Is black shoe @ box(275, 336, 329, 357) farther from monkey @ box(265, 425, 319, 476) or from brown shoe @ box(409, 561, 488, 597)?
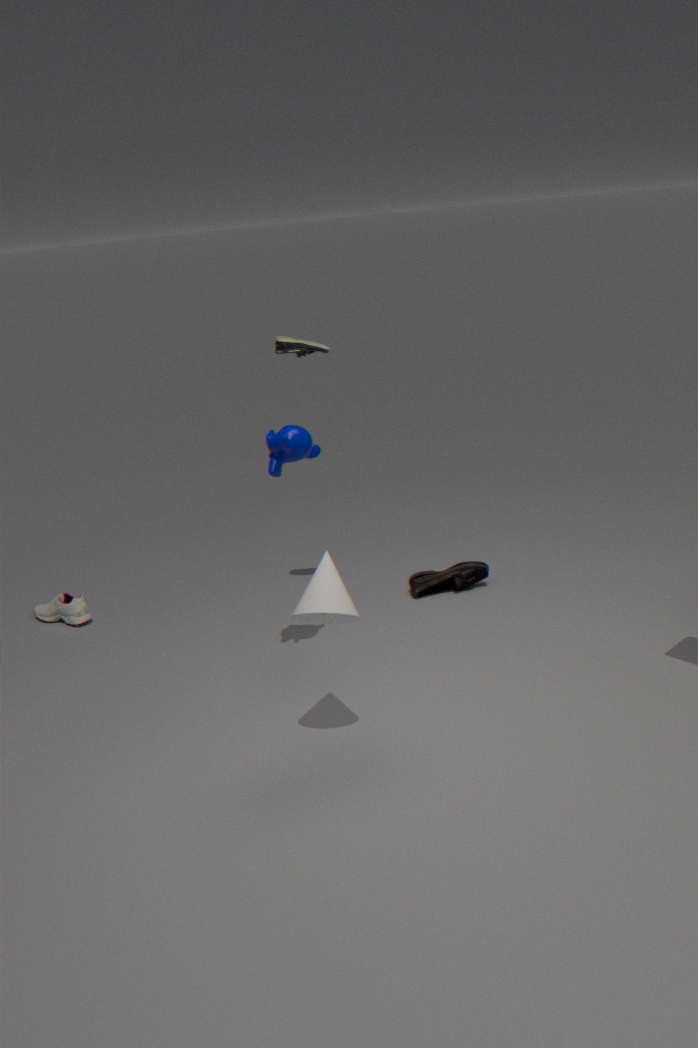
brown shoe @ box(409, 561, 488, 597)
